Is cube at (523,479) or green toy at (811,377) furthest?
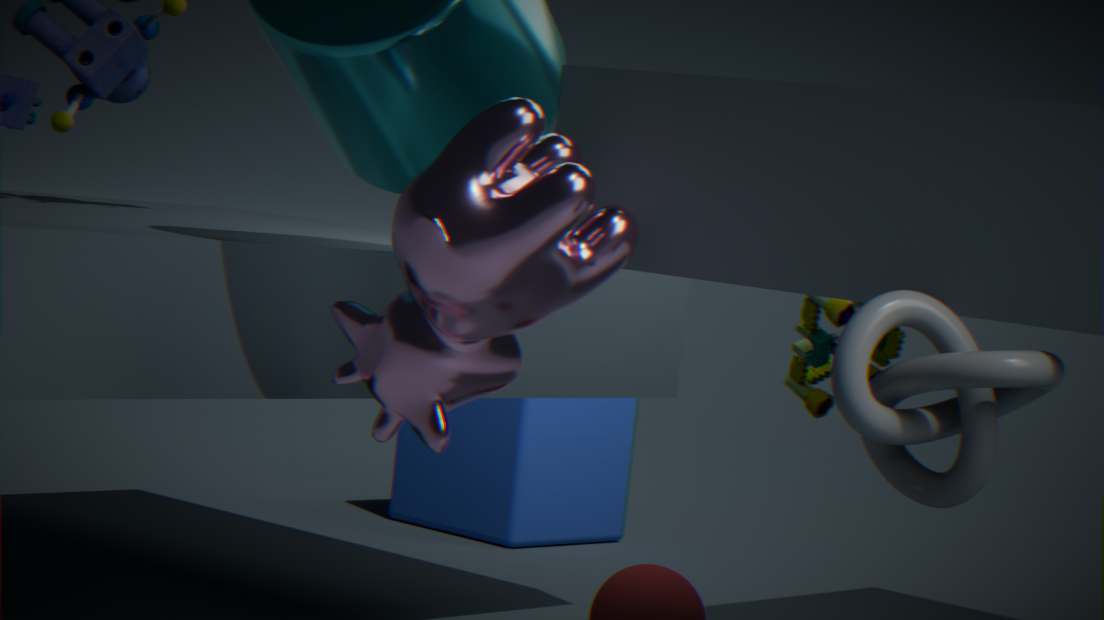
cube at (523,479)
